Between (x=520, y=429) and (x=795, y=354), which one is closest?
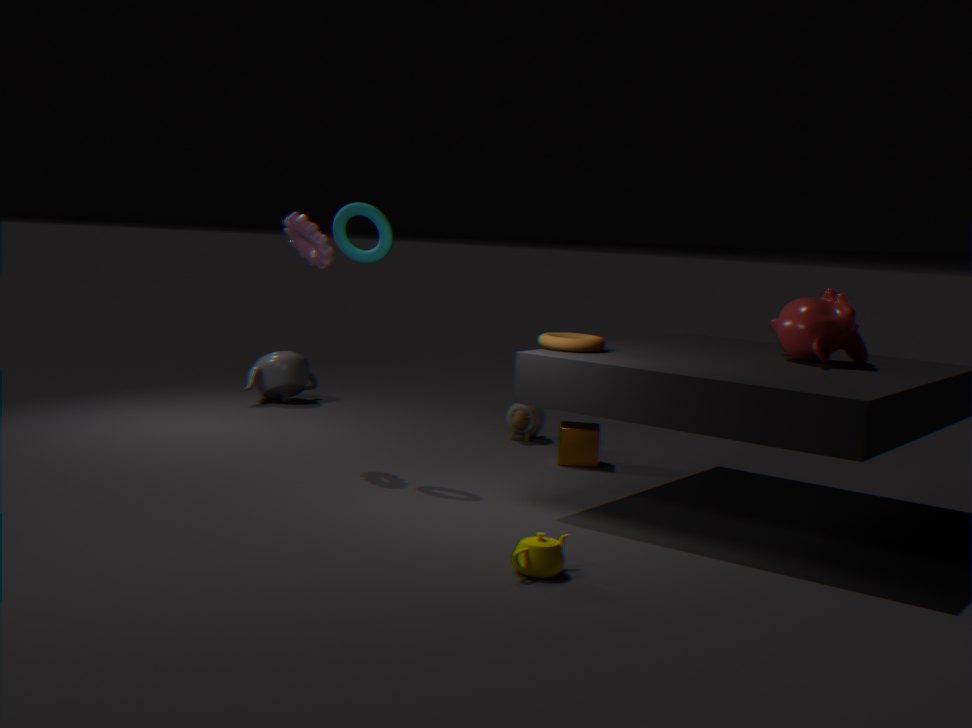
(x=795, y=354)
